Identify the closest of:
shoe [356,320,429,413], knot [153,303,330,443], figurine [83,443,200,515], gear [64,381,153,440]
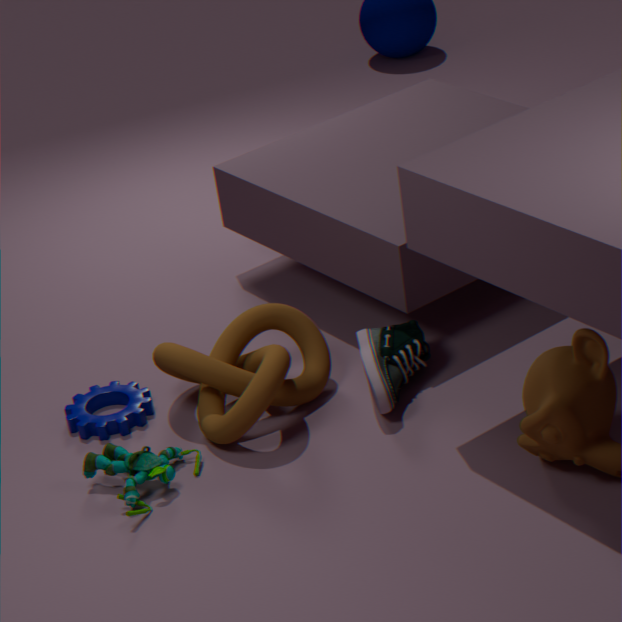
figurine [83,443,200,515]
